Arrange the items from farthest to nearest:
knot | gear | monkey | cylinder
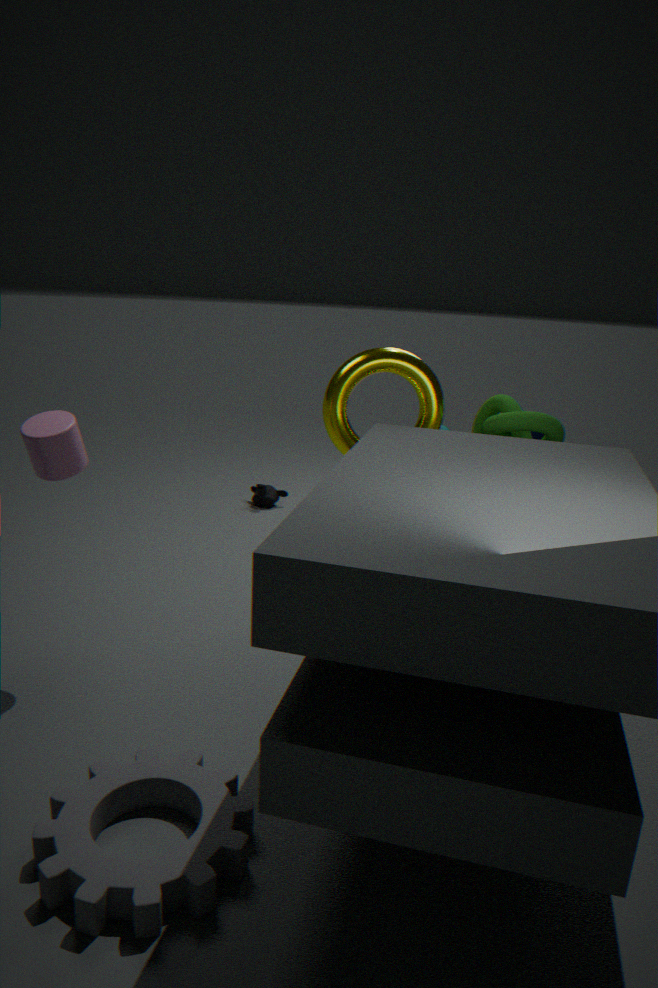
monkey < knot < cylinder < gear
